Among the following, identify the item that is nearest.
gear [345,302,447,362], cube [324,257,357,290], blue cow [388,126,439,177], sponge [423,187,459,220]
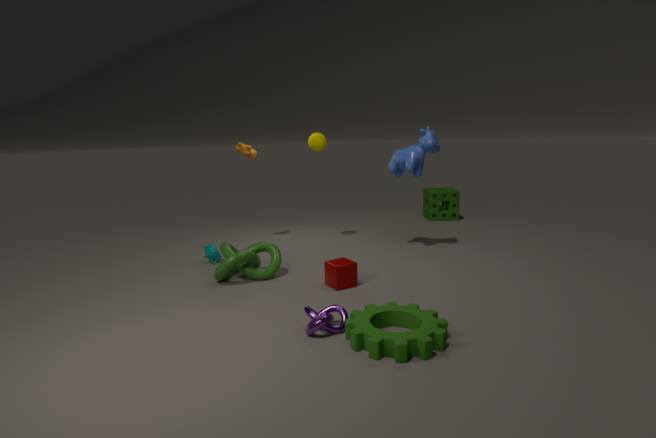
gear [345,302,447,362]
